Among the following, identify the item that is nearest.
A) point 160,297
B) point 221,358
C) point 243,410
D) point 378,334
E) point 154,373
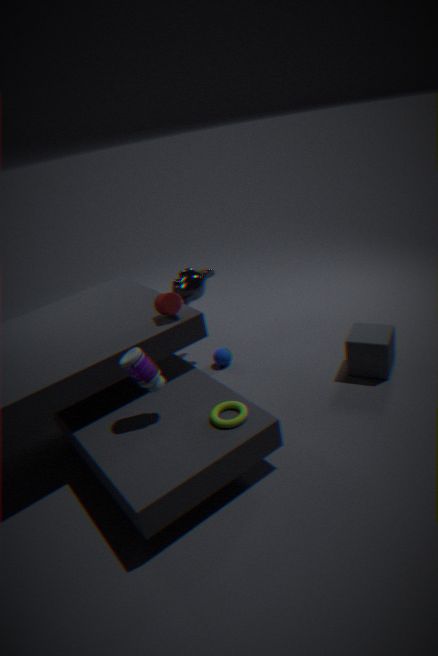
point 154,373
